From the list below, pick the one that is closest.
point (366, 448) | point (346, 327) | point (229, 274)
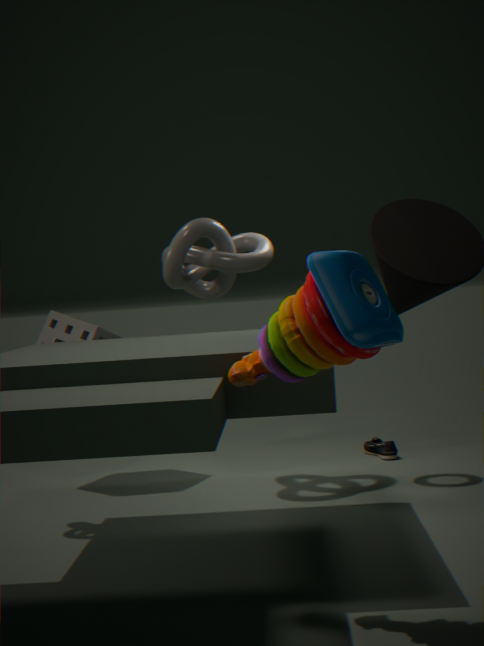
point (346, 327)
